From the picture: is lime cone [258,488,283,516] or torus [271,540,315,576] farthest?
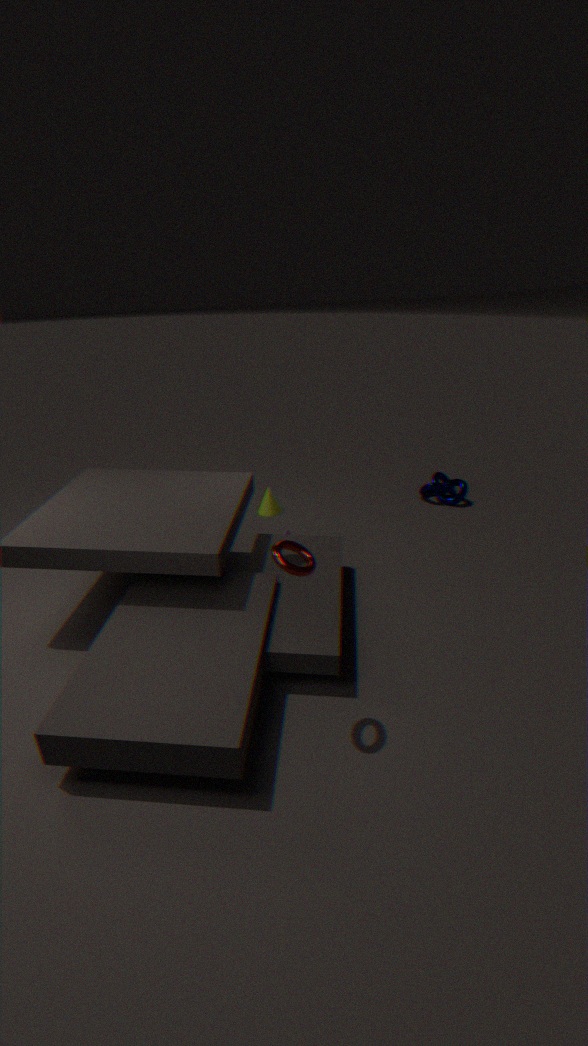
lime cone [258,488,283,516]
